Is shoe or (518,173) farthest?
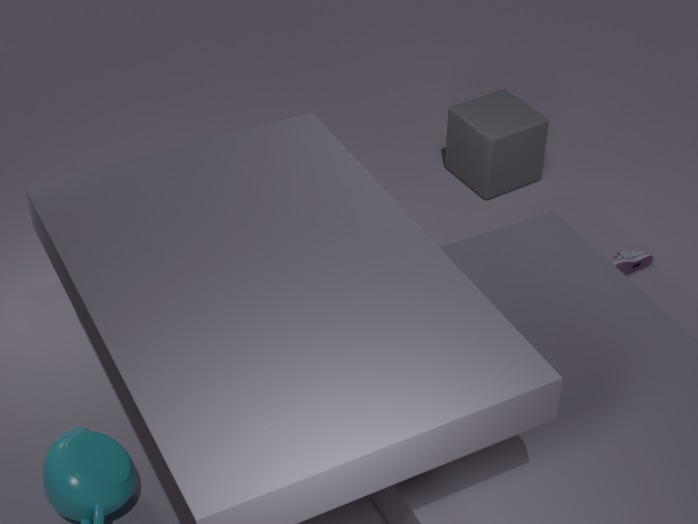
(518,173)
